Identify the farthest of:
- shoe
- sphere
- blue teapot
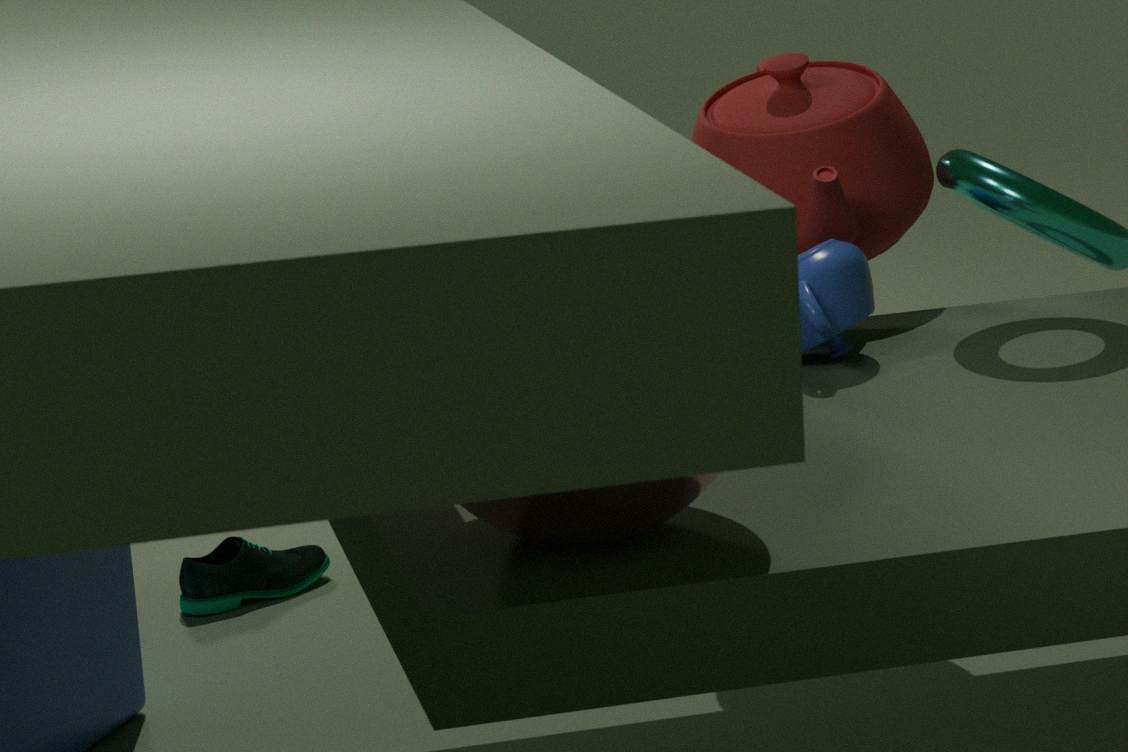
shoe
